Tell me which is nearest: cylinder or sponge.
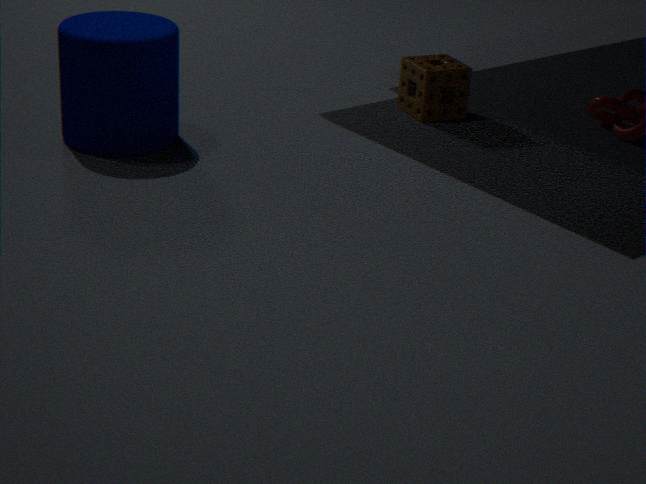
cylinder
